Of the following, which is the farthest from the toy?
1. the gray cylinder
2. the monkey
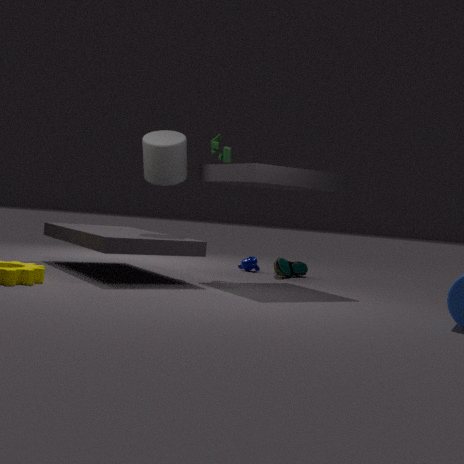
the monkey
